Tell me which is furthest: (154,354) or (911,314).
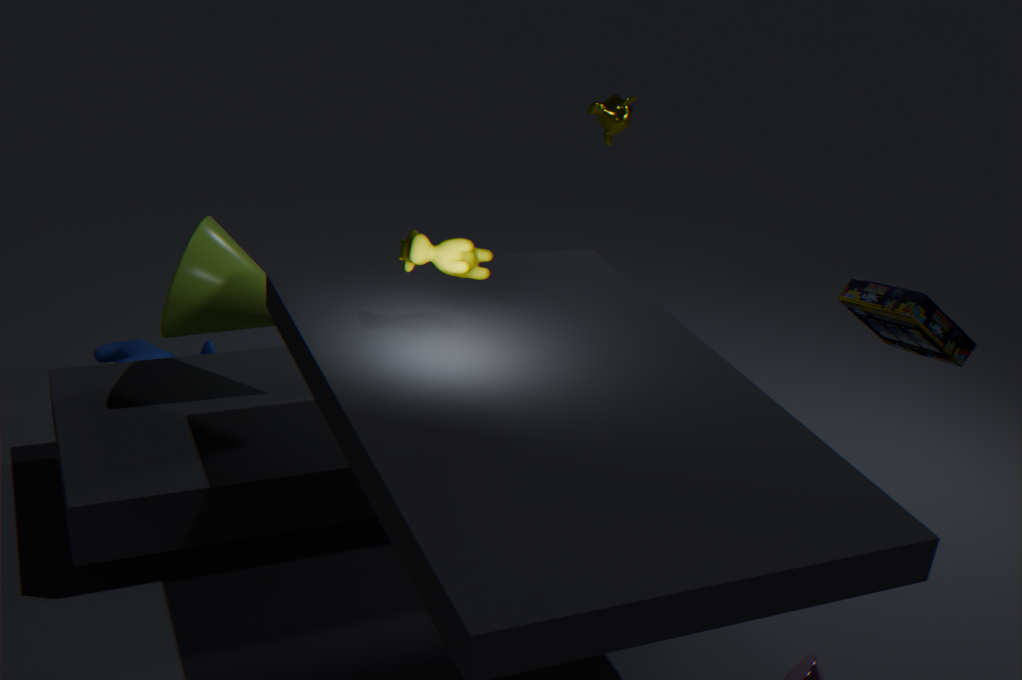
(154,354)
